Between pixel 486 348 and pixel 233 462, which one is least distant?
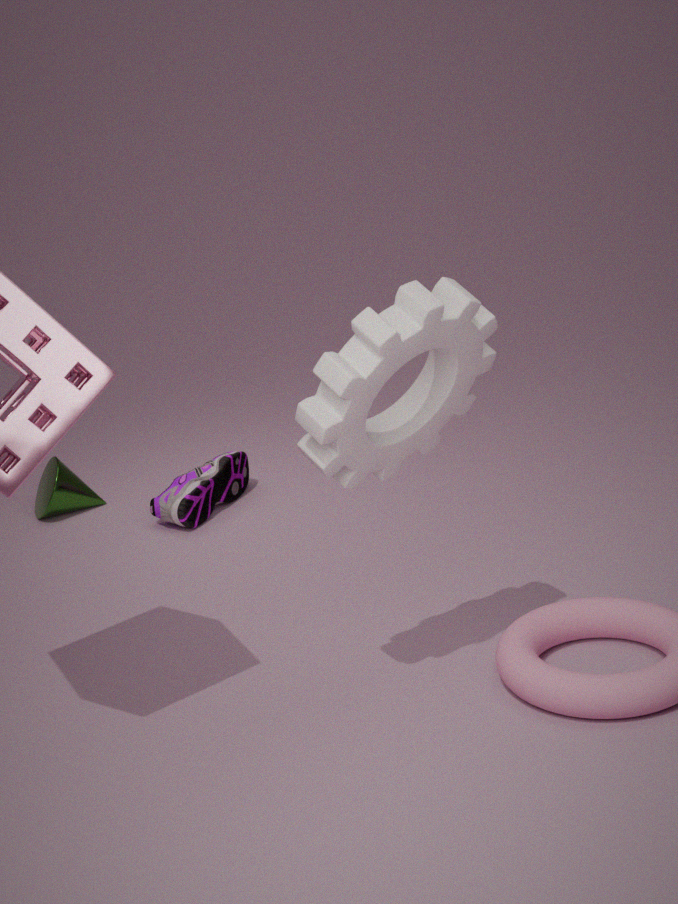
pixel 486 348
